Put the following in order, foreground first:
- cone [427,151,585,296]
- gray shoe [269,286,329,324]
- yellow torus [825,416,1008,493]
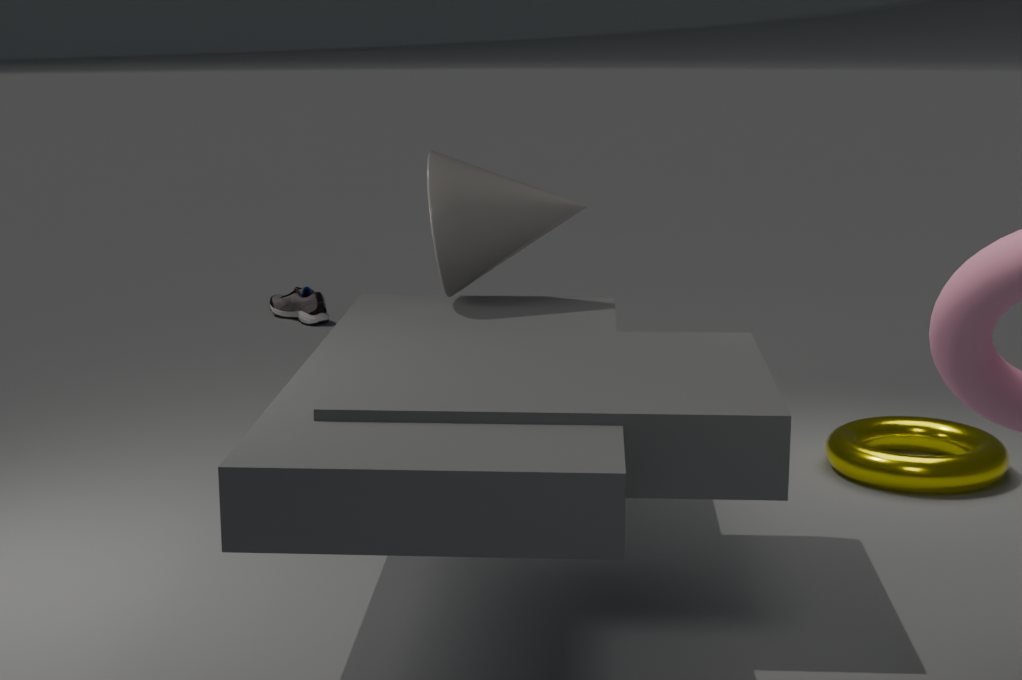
1. cone [427,151,585,296]
2. yellow torus [825,416,1008,493]
3. gray shoe [269,286,329,324]
